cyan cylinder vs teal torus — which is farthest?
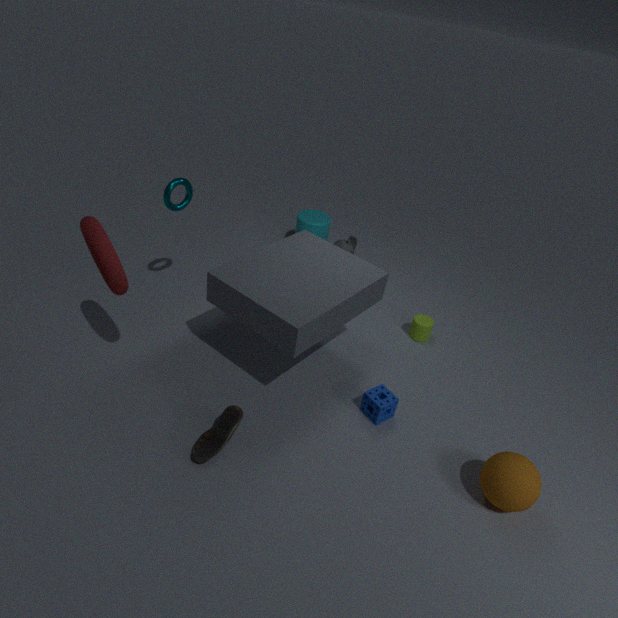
cyan cylinder
